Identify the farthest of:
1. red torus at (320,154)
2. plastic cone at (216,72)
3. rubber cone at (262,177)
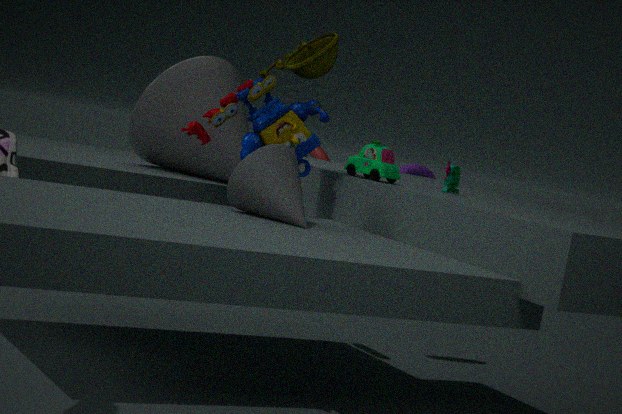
red torus at (320,154)
